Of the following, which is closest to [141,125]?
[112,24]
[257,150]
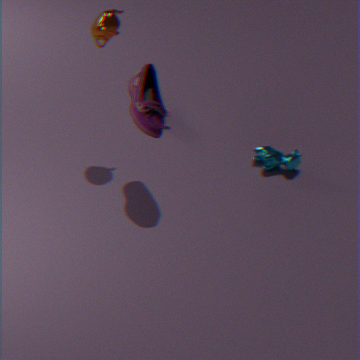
[112,24]
